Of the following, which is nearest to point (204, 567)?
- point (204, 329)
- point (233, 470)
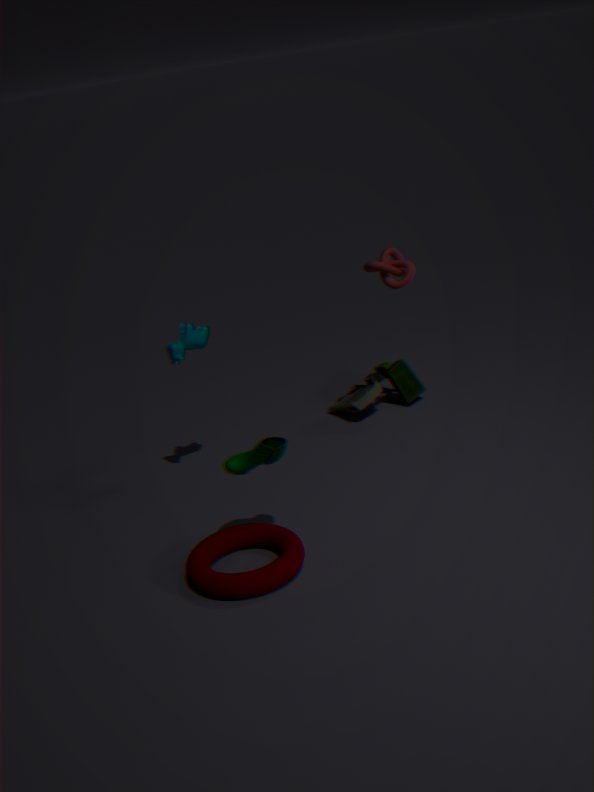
point (233, 470)
